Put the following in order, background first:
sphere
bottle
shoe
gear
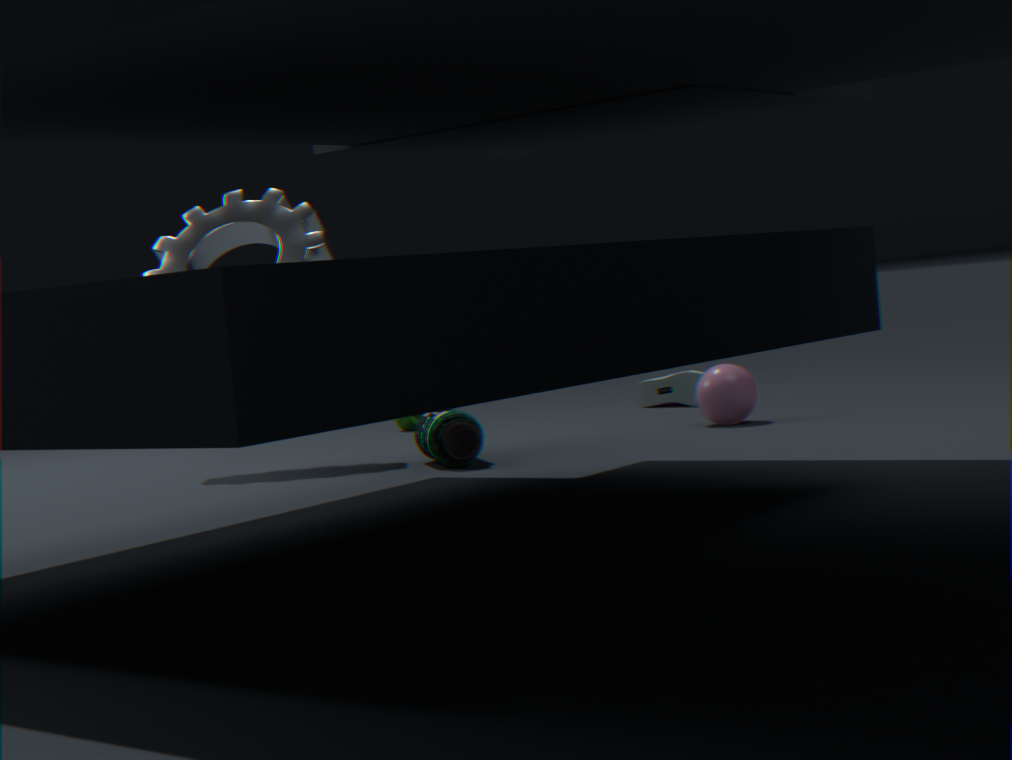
shoe → sphere → gear → bottle
